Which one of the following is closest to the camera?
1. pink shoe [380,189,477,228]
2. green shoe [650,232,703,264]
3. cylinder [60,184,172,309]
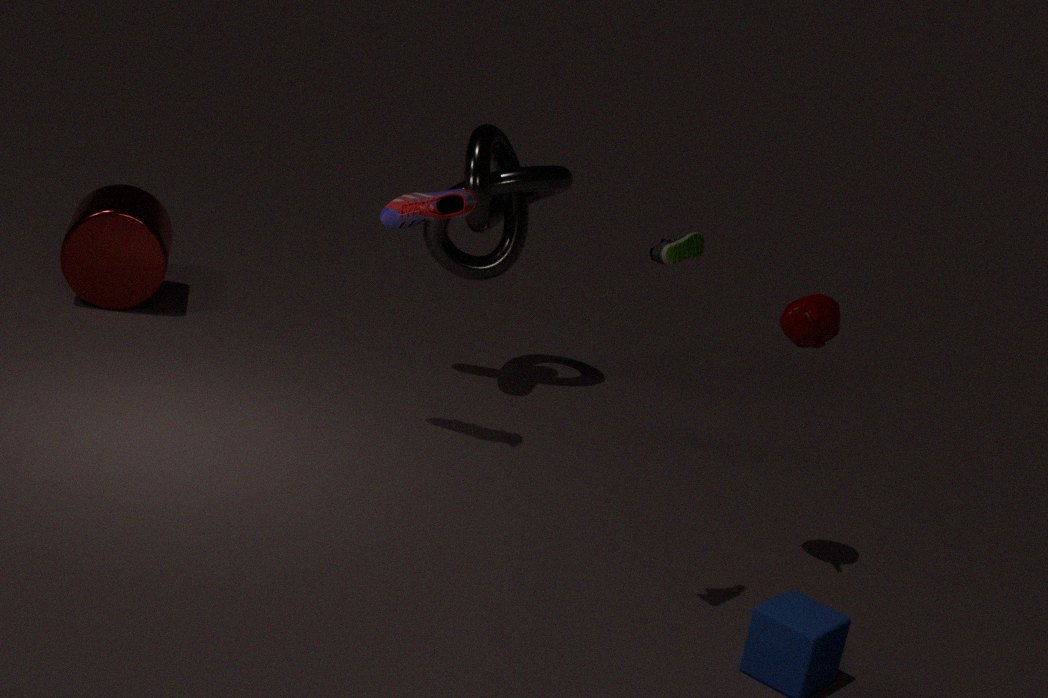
green shoe [650,232,703,264]
